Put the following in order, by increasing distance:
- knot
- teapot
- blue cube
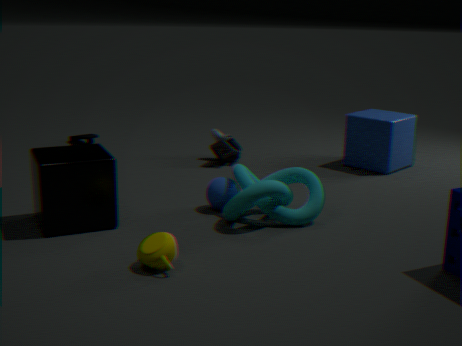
teapot, knot, blue cube
